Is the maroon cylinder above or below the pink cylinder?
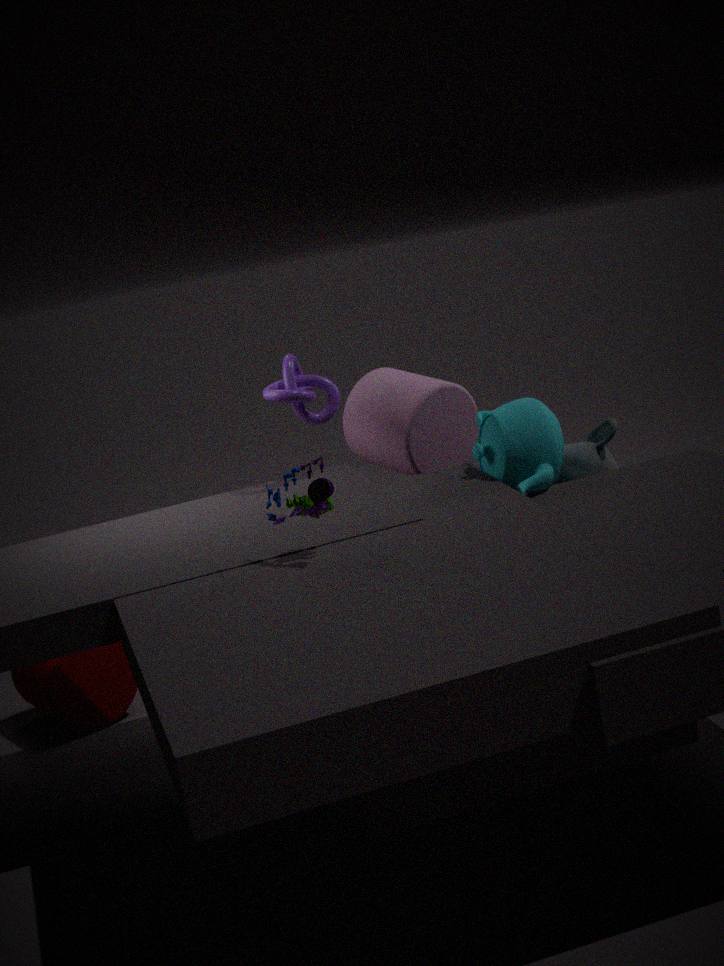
below
